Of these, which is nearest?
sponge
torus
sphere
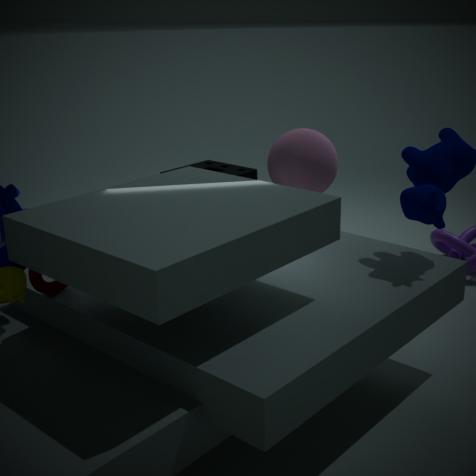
torus
